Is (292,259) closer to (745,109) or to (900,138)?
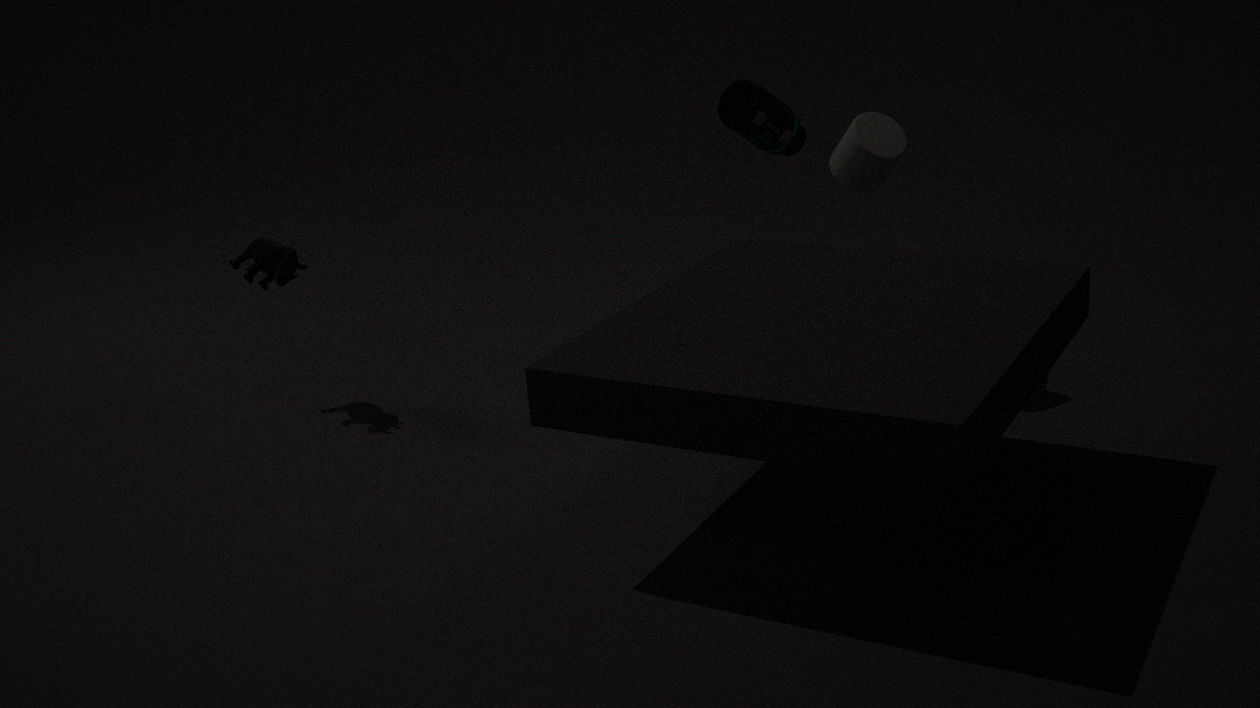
(745,109)
